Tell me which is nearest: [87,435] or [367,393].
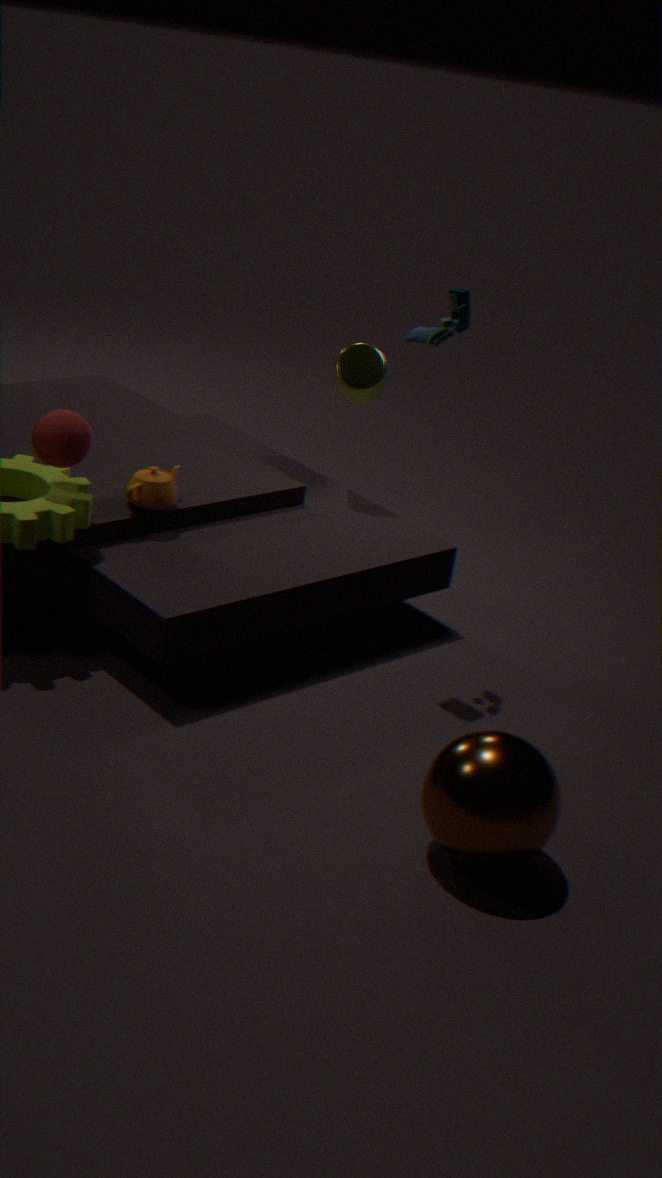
[87,435]
